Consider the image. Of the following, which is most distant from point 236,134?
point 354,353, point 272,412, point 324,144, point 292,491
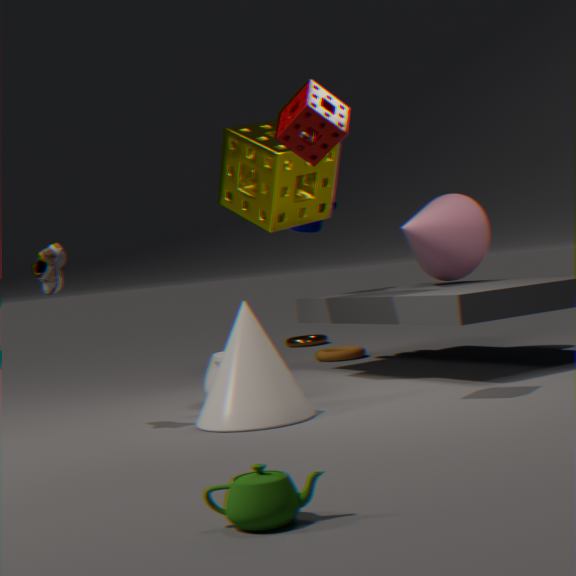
point 292,491
